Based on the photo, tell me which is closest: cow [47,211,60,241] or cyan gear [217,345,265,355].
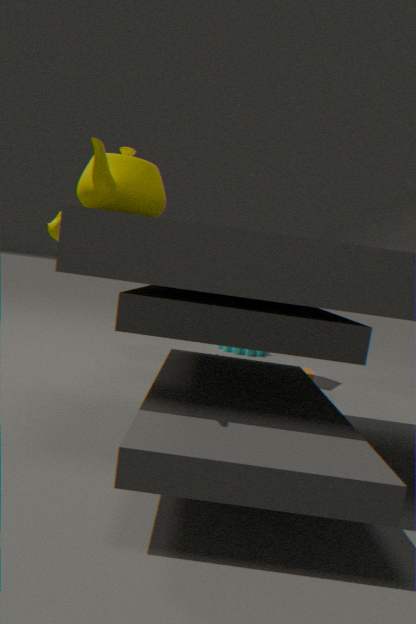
cow [47,211,60,241]
